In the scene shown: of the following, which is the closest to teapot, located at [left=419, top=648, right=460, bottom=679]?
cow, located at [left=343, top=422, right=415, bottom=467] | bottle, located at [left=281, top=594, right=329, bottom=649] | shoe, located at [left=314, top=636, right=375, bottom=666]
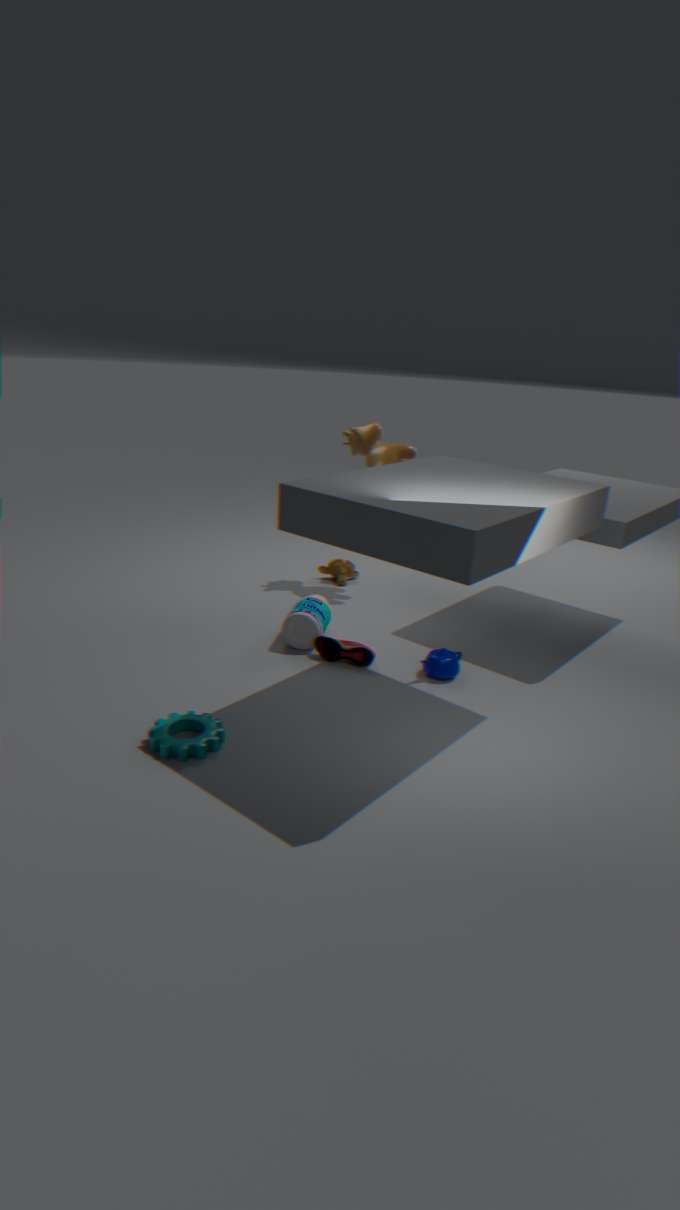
shoe, located at [left=314, top=636, right=375, bottom=666]
